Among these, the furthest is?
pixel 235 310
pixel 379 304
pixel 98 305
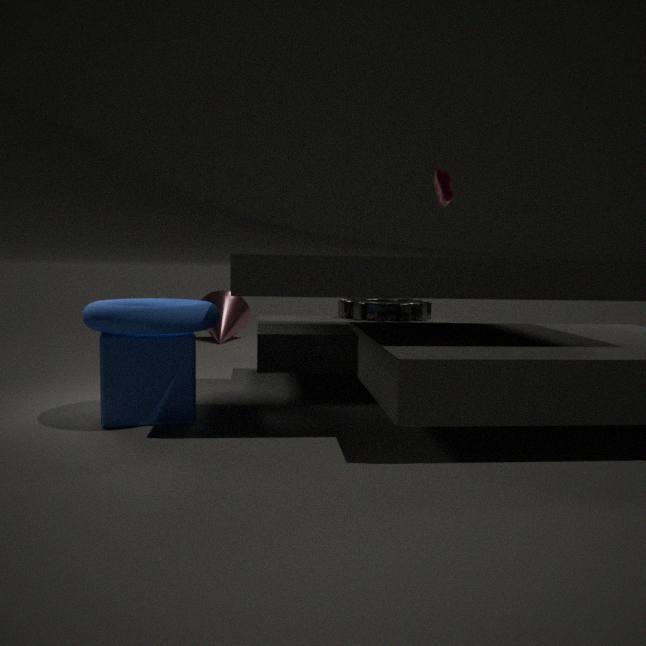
pixel 235 310
